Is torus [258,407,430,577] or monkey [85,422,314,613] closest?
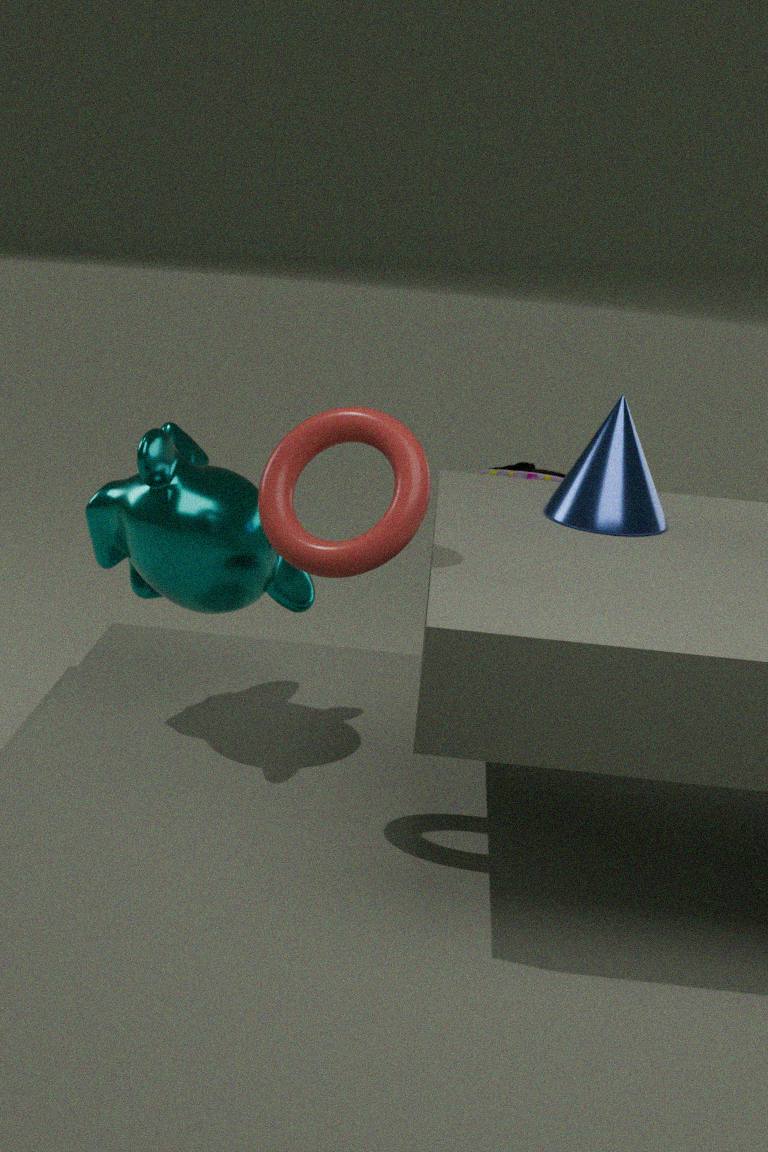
torus [258,407,430,577]
